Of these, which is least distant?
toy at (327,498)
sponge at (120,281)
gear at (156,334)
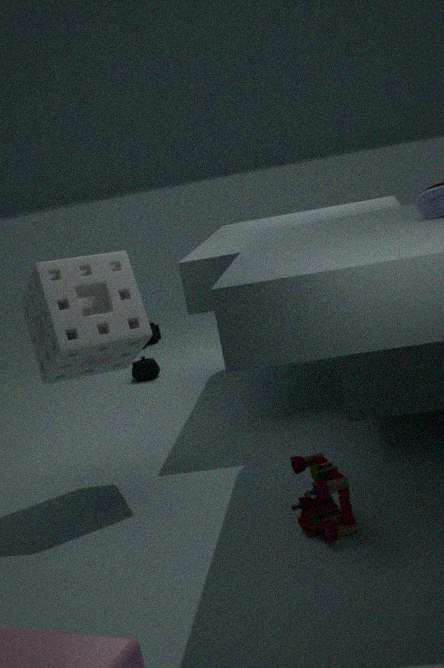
toy at (327,498)
